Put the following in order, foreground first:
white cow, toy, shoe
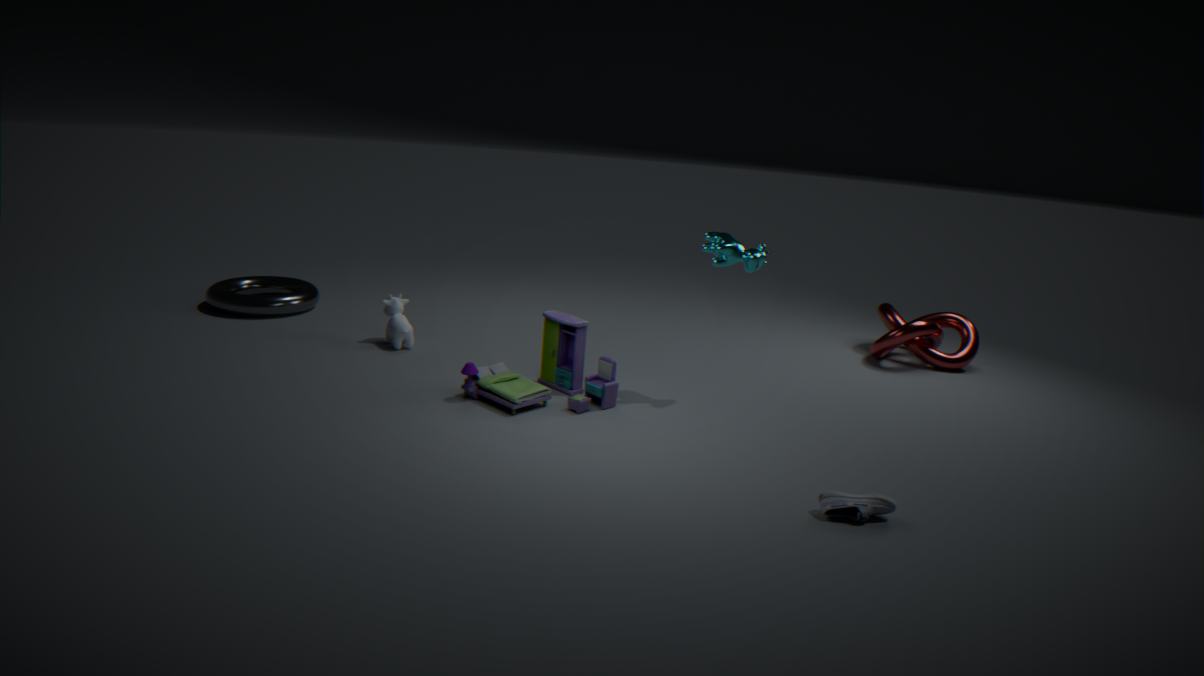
shoe → toy → white cow
